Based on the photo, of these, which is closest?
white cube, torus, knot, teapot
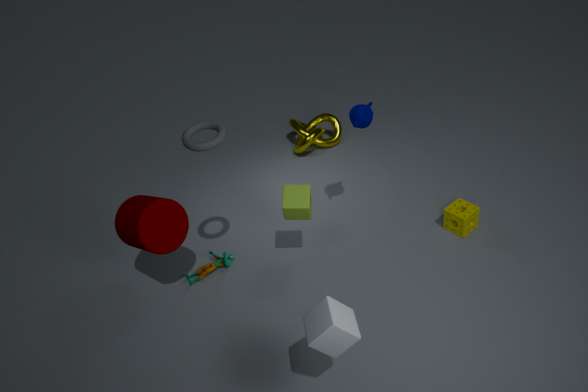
white cube
